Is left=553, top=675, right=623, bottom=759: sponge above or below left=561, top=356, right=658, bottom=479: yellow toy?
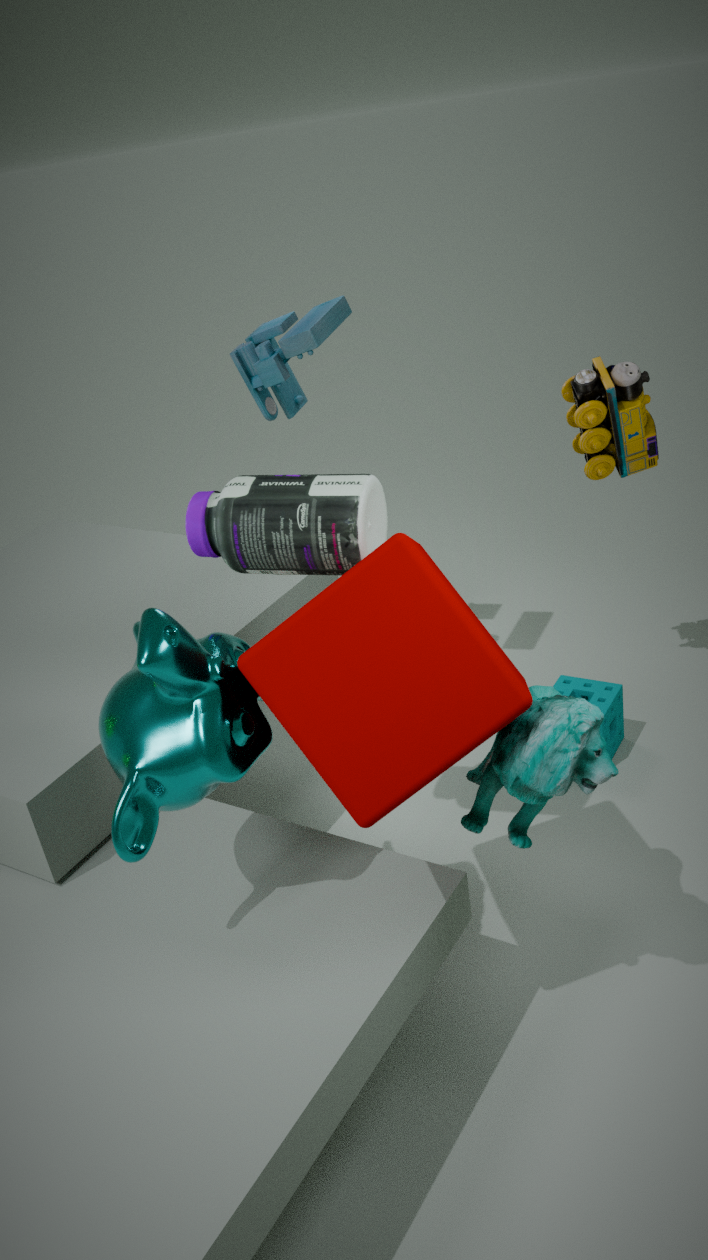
below
